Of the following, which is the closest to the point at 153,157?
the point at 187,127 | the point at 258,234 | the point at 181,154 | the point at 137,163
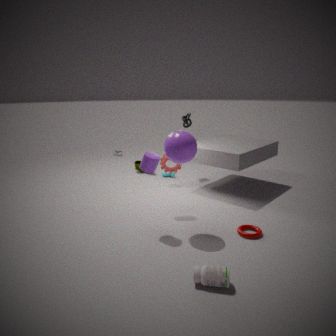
the point at 181,154
